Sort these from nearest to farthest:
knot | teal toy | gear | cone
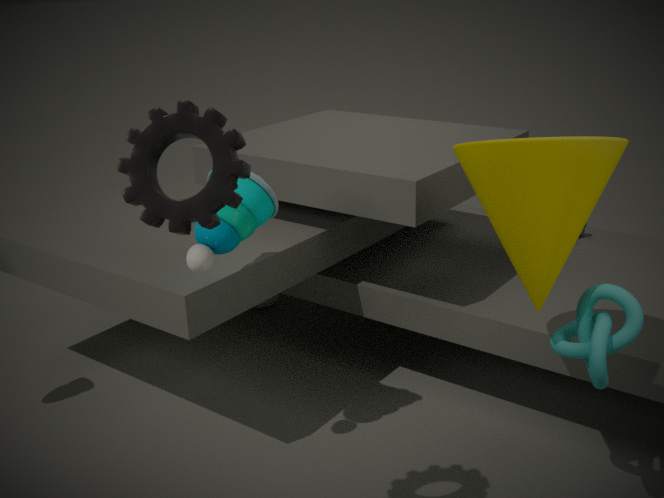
gear
cone
knot
teal toy
